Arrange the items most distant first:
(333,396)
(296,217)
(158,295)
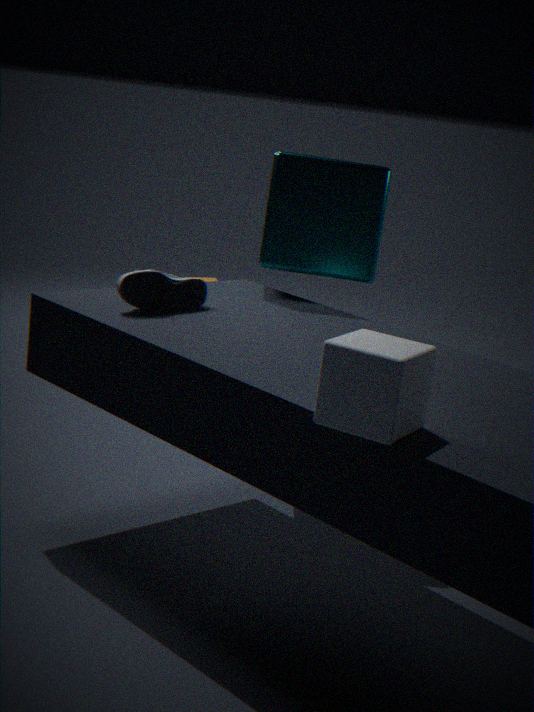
(296,217) → (158,295) → (333,396)
